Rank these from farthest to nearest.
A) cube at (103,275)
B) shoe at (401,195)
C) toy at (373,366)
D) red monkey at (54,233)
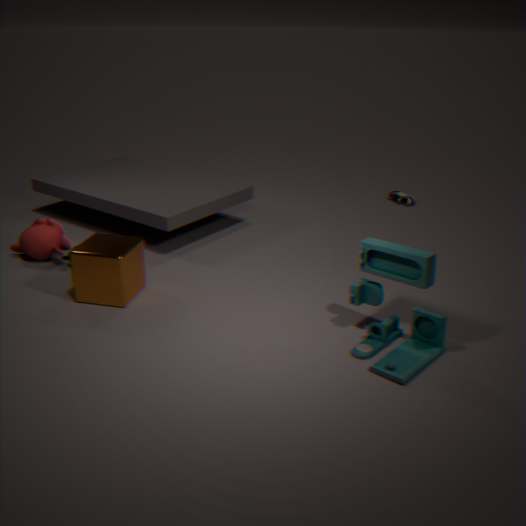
shoe at (401,195), red monkey at (54,233), cube at (103,275), toy at (373,366)
